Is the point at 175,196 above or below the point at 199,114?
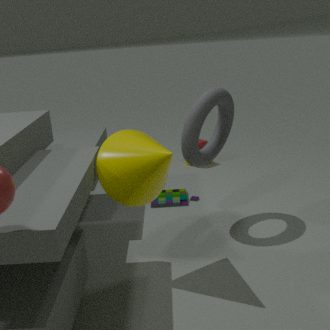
below
